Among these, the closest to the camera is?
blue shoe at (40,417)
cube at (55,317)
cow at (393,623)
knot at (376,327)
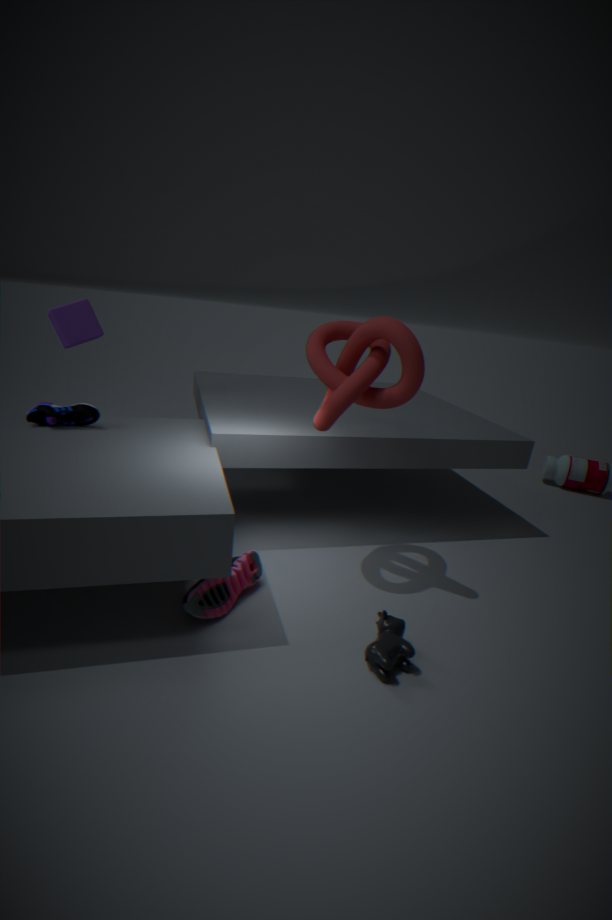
cow at (393,623)
